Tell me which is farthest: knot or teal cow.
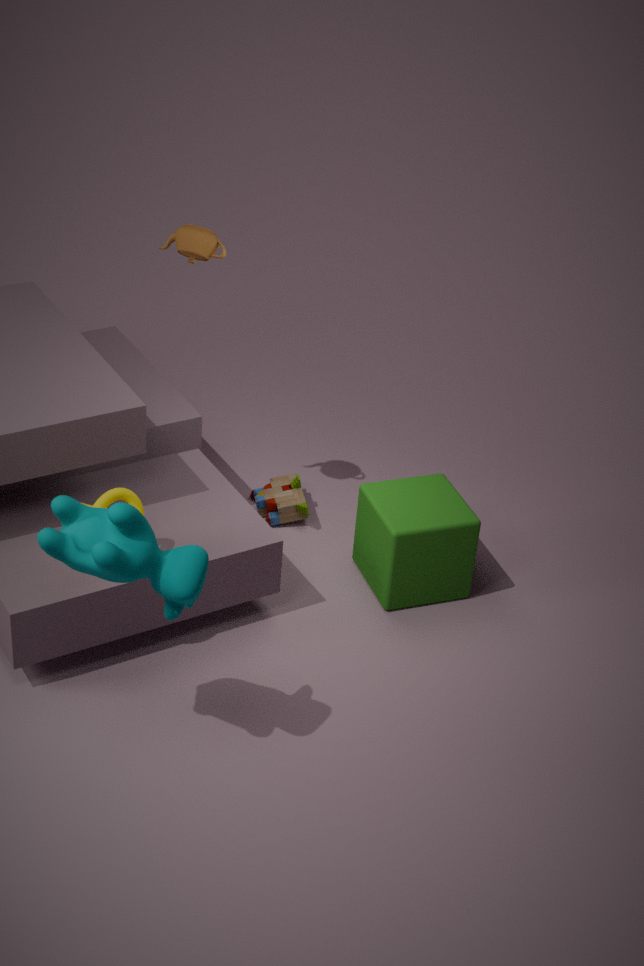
knot
